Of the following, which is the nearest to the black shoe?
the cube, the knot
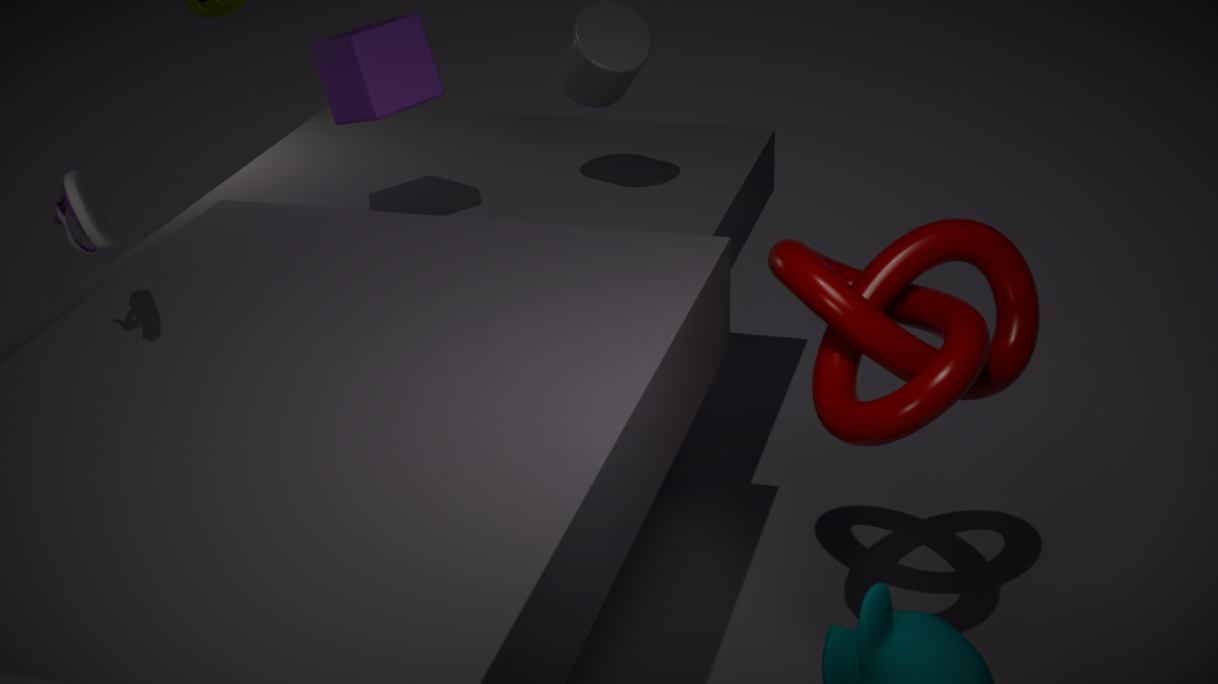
the cube
